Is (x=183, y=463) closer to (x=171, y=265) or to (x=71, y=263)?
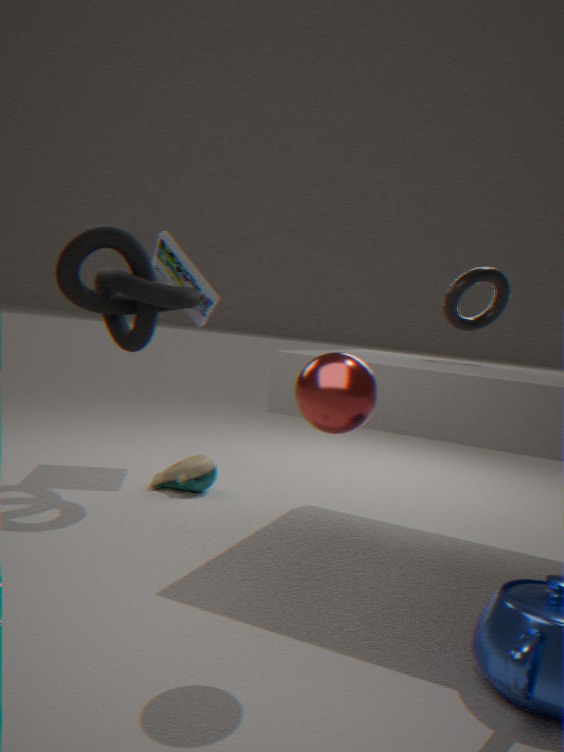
(x=71, y=263)
